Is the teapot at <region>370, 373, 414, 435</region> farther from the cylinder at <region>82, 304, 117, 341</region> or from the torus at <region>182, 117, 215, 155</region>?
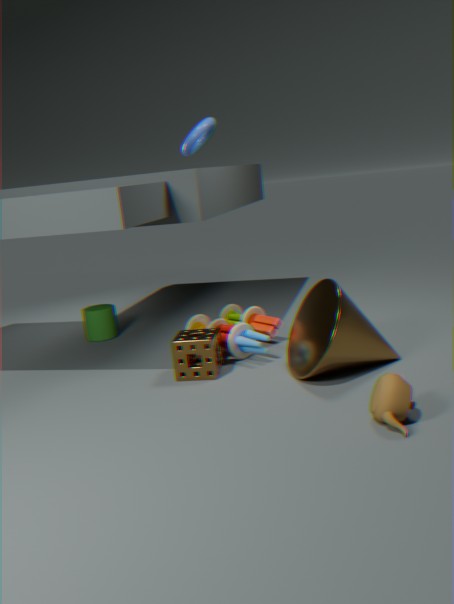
the torus at <region>182, 117, 215, 155</region>
